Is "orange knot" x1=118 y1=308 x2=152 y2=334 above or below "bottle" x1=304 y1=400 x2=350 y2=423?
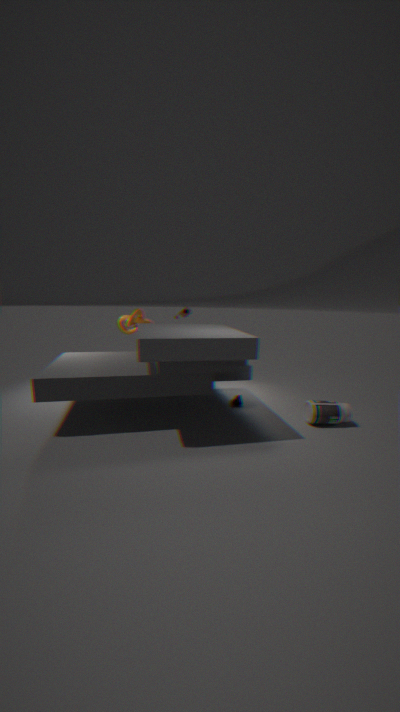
above
